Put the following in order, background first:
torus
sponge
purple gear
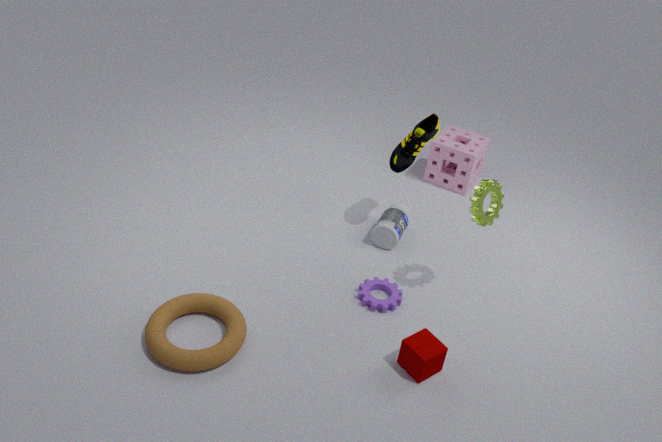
sponge → purple gear → torus
